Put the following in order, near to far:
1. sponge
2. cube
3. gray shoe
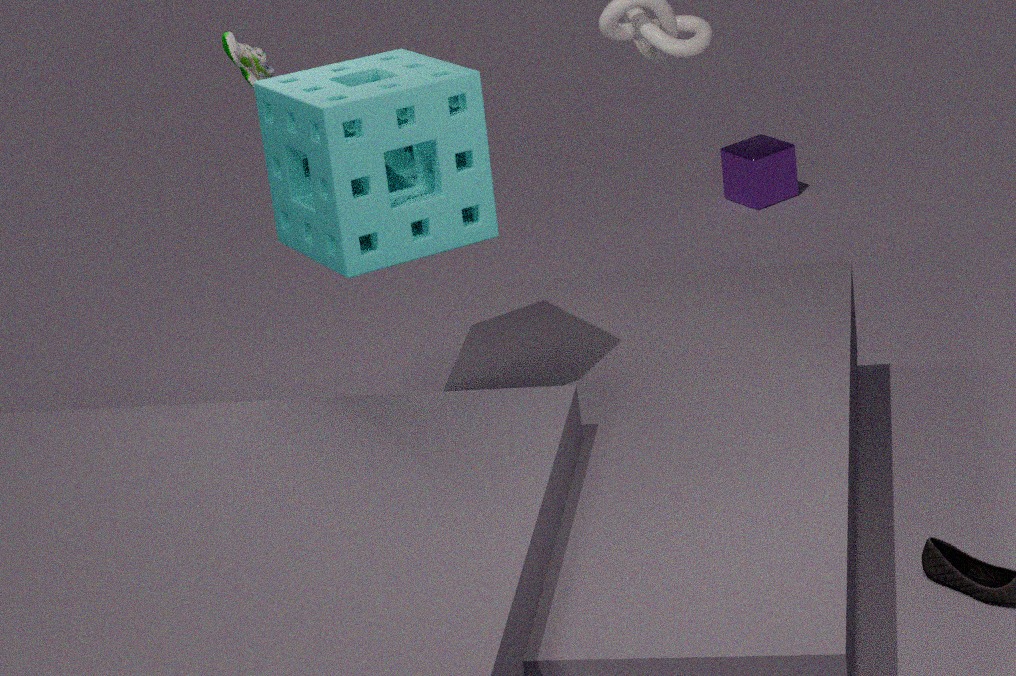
1. sponge
2. gray shoe
3. cube
